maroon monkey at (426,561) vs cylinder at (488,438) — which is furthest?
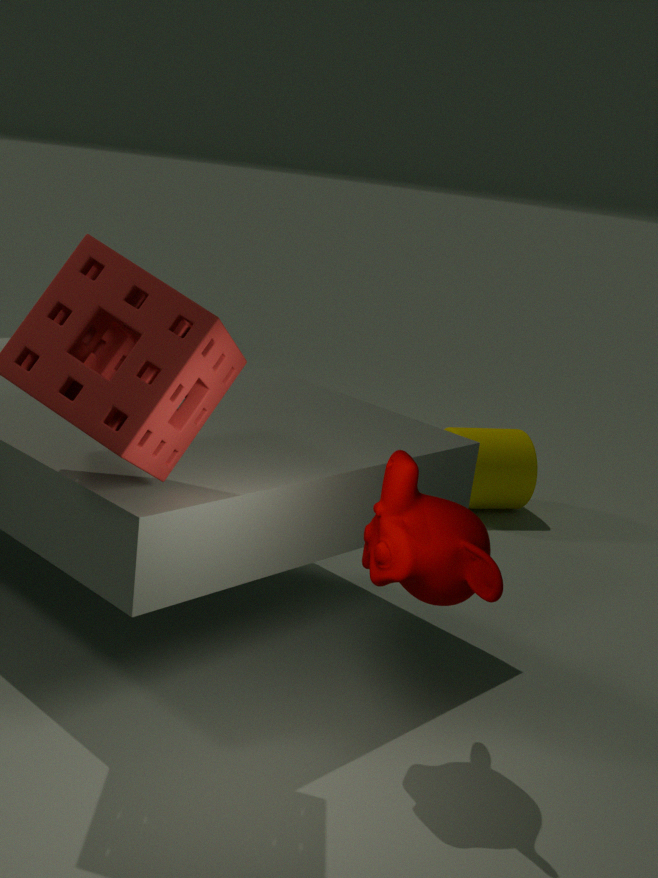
cylinder at (488,438)
